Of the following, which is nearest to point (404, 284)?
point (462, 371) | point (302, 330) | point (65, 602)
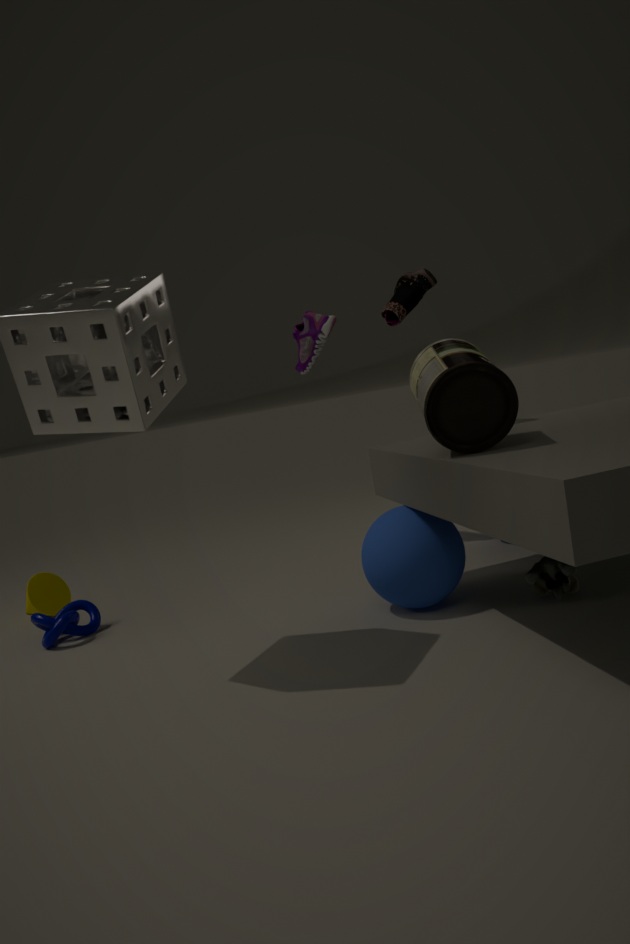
point (302, 330)
